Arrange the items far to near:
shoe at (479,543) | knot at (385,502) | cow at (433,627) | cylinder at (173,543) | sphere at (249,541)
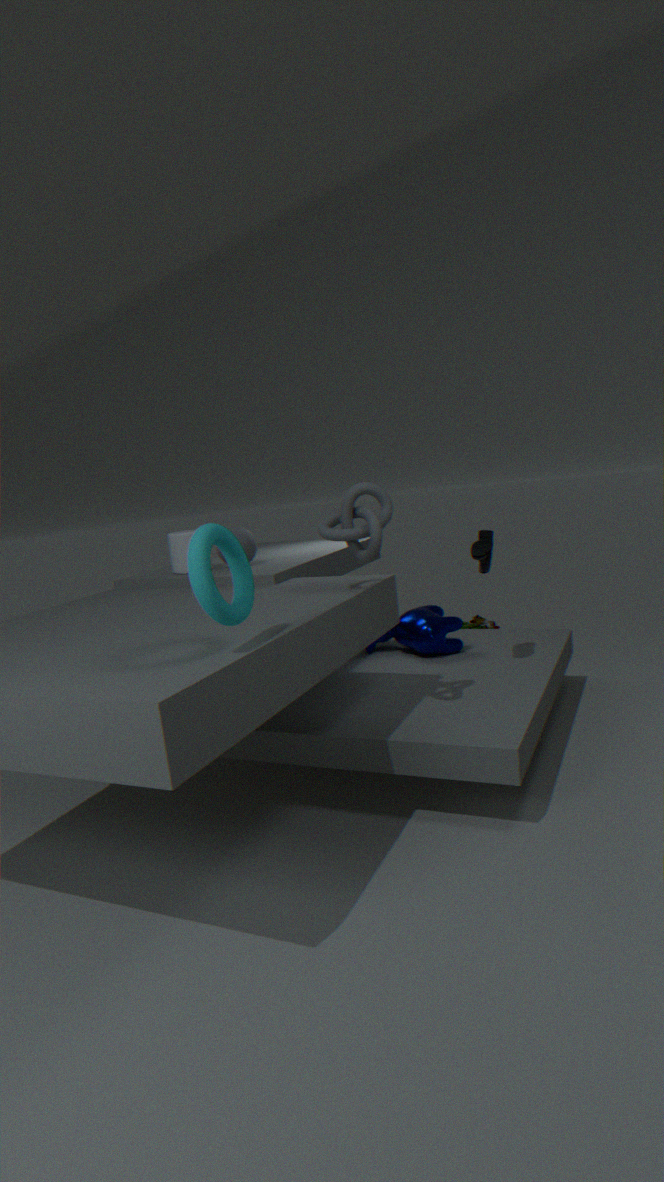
cow at (433,627), sphere at (249,541), cylinder at (173,543), shoe at (479,543), knot at (385,502)
